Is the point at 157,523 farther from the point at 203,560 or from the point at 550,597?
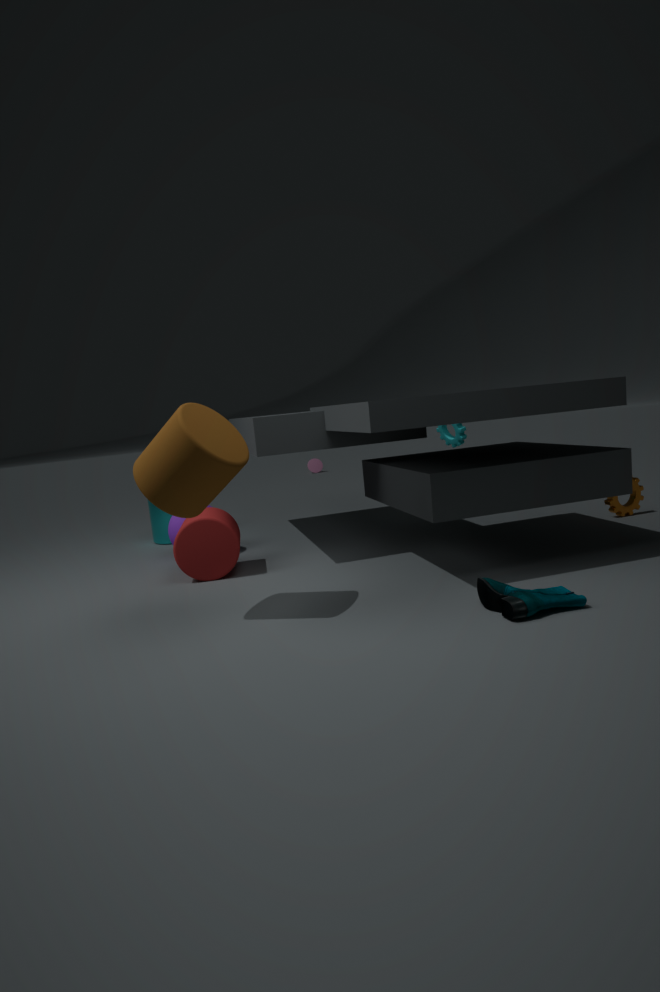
the point at 550,597
